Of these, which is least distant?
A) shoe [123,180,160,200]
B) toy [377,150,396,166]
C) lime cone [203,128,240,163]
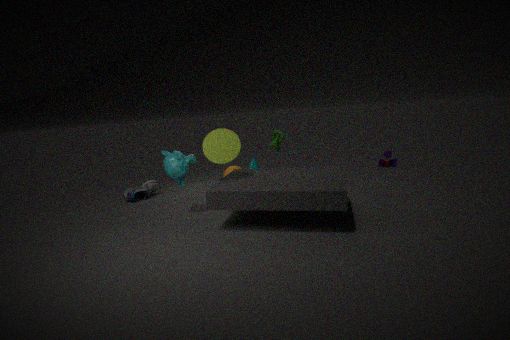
lime cone [203,128,240,163]
